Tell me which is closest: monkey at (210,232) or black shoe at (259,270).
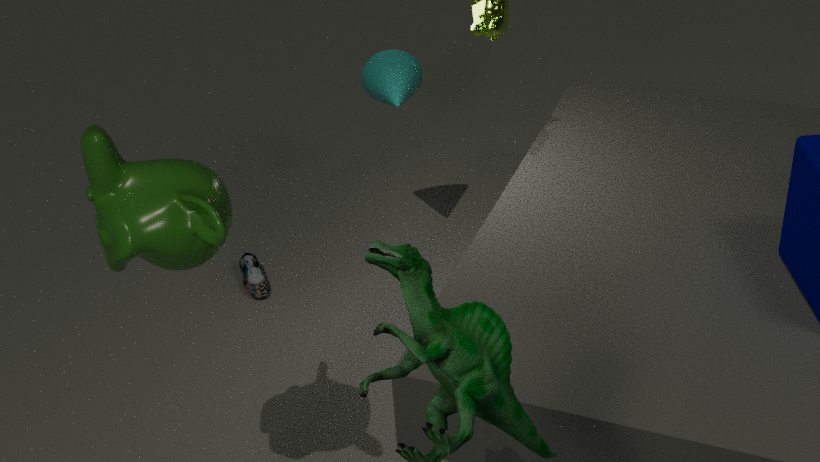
monkey at (210,232)
